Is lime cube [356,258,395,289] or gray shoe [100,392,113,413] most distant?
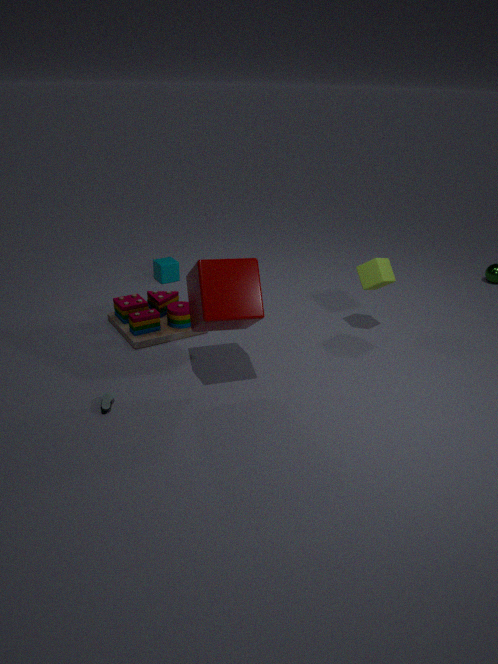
lime cube [356,258,395,289]
